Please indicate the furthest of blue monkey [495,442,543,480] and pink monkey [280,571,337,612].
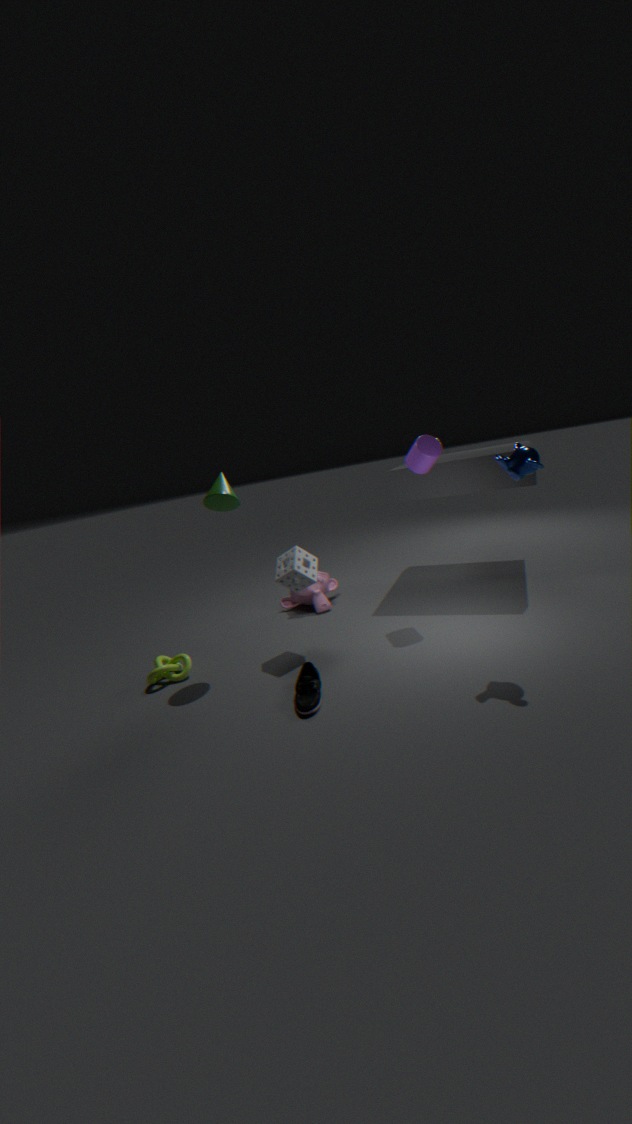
pink monkey [280,571,337,612]
